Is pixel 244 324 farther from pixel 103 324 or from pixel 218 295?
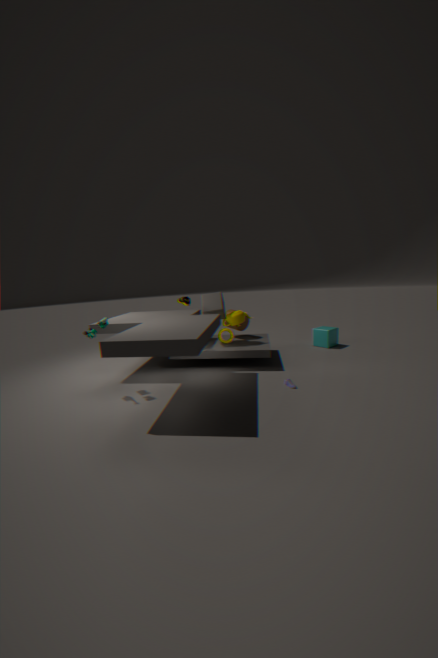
pixel 103 324
